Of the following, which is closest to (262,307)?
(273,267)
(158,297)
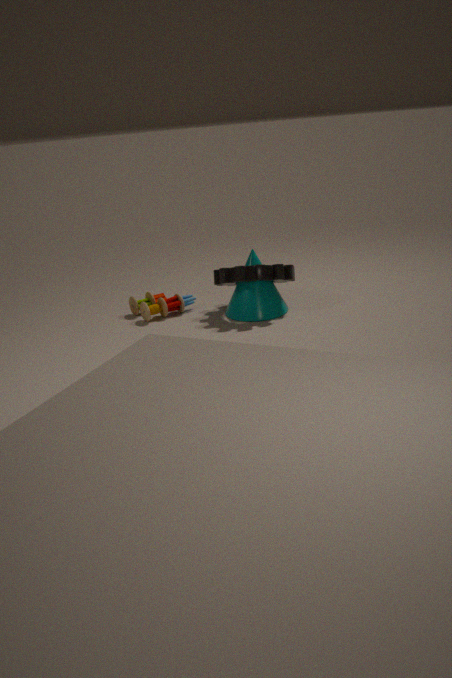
(273,267)
